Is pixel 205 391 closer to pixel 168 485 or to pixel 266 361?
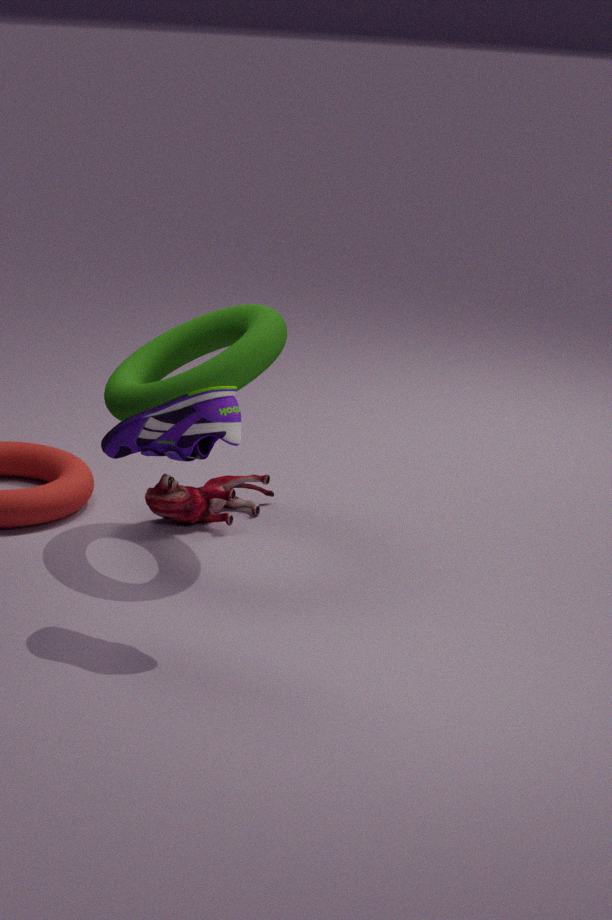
pixel 266 361
